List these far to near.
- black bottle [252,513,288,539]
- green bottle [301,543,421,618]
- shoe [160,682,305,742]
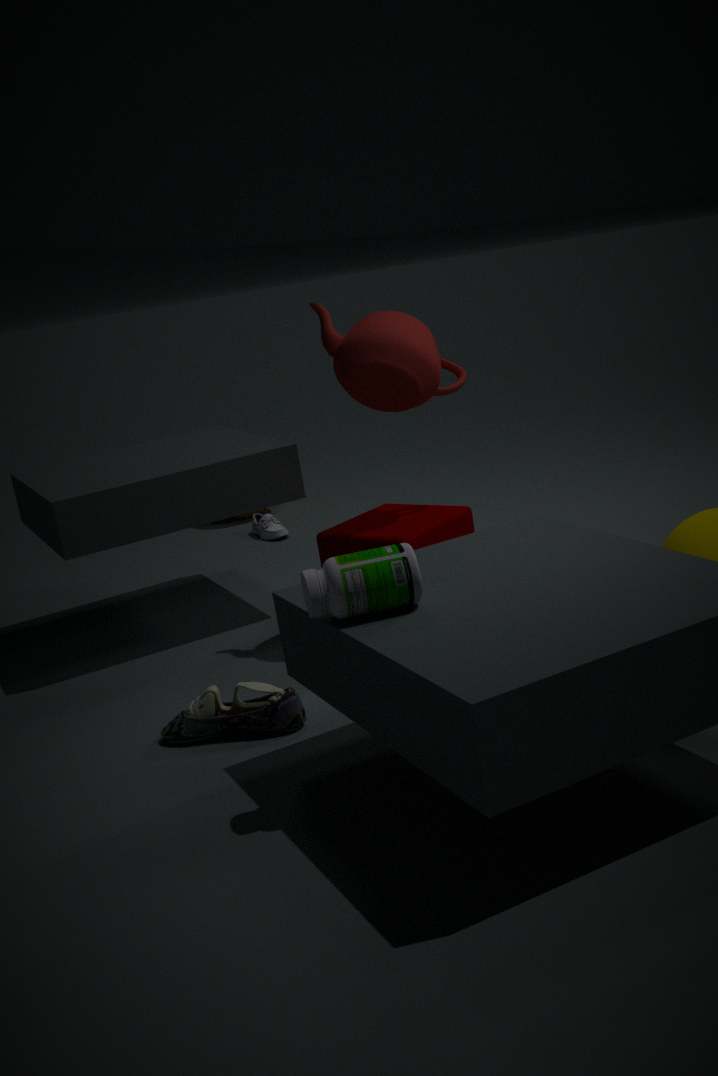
black bottle [252,513,288,539] < shoe [160,682,305,742] < green bottle [301,543,421,618]
